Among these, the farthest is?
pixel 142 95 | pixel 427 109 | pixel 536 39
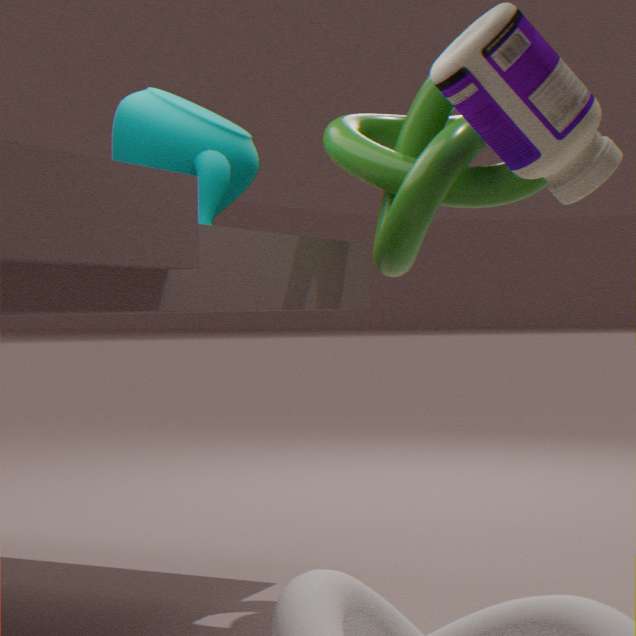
pixel 142 95
